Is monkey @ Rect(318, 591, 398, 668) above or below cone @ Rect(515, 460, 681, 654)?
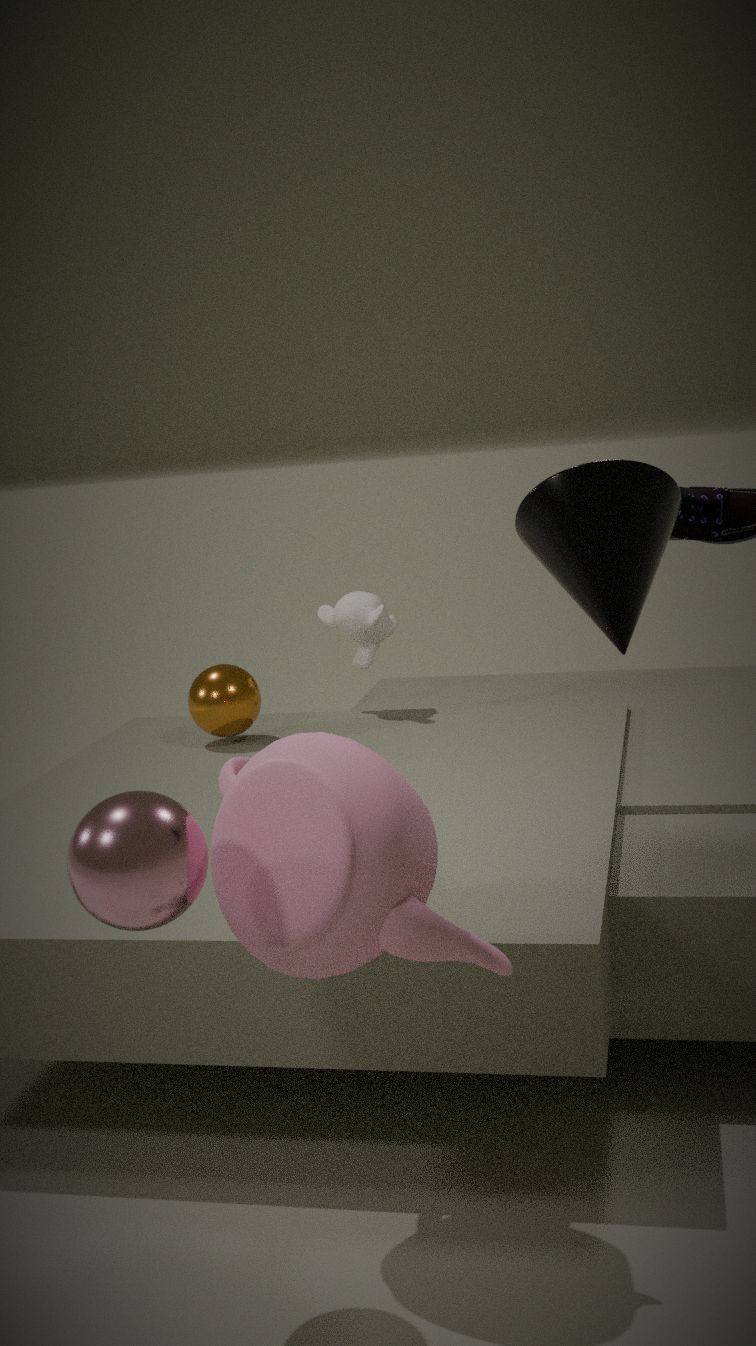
below
